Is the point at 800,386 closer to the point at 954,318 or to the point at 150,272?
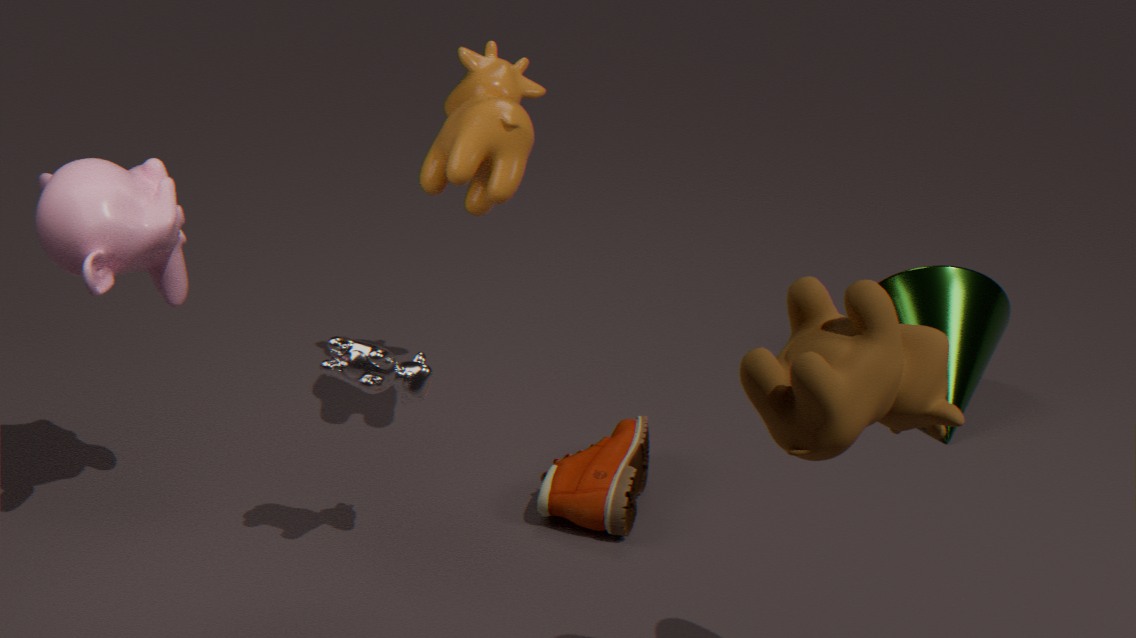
the point at 150,272
